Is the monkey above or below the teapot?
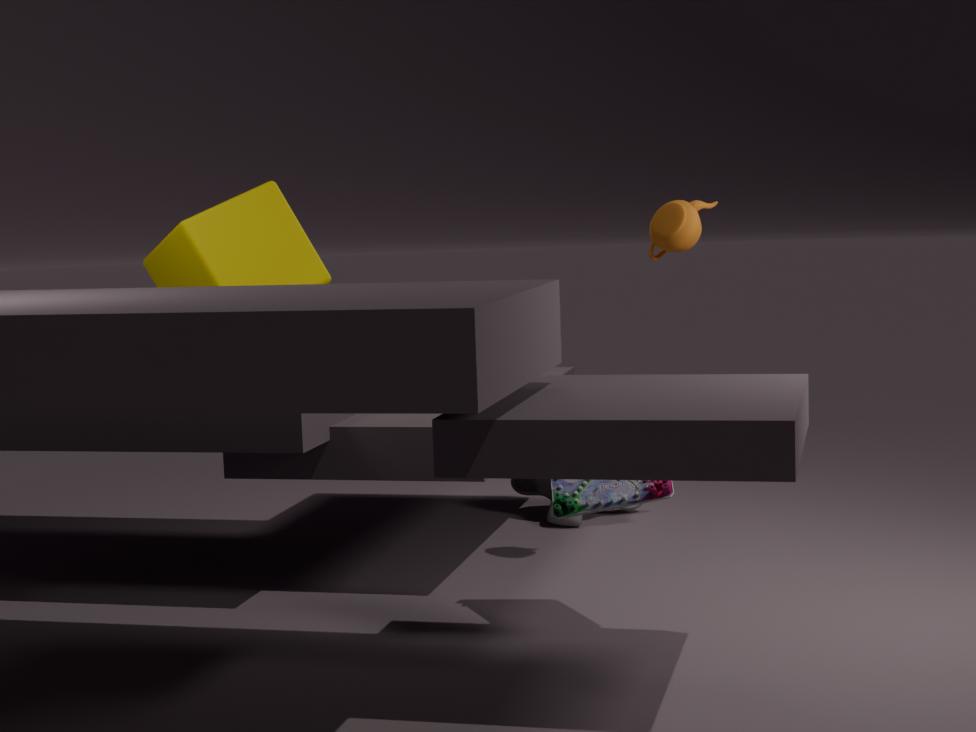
below
